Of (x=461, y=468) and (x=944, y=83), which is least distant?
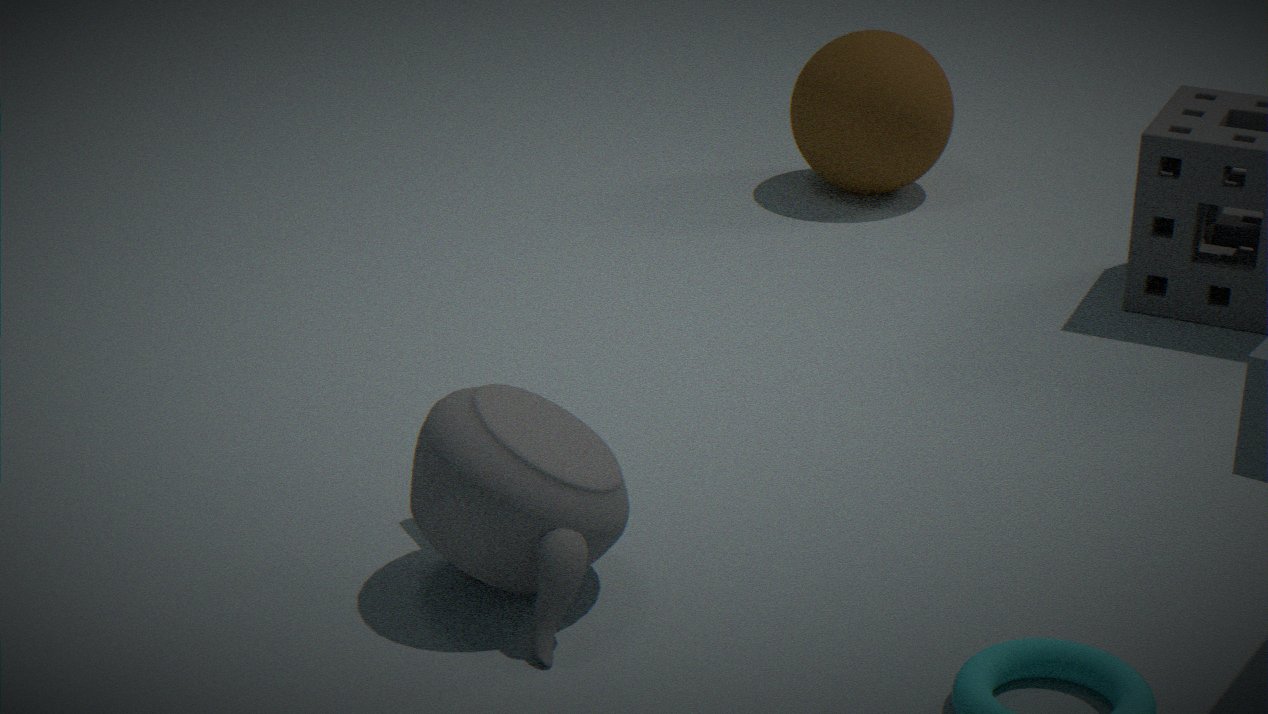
(x=461, y=468)
